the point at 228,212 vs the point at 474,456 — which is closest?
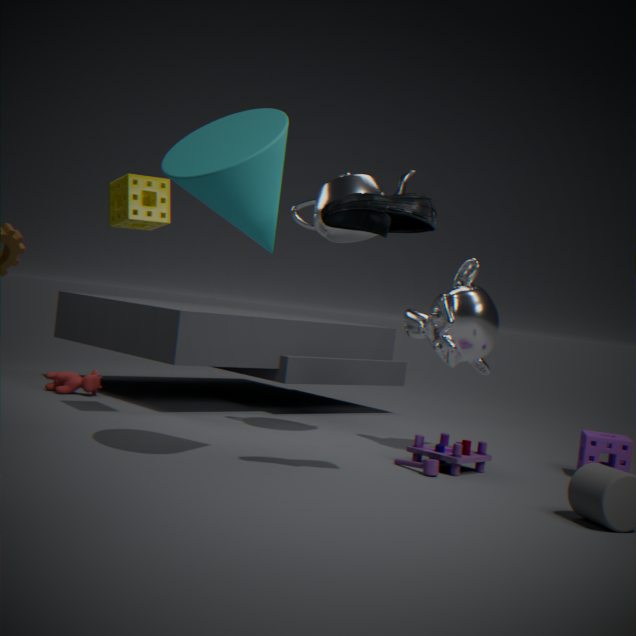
the point at 228,212
